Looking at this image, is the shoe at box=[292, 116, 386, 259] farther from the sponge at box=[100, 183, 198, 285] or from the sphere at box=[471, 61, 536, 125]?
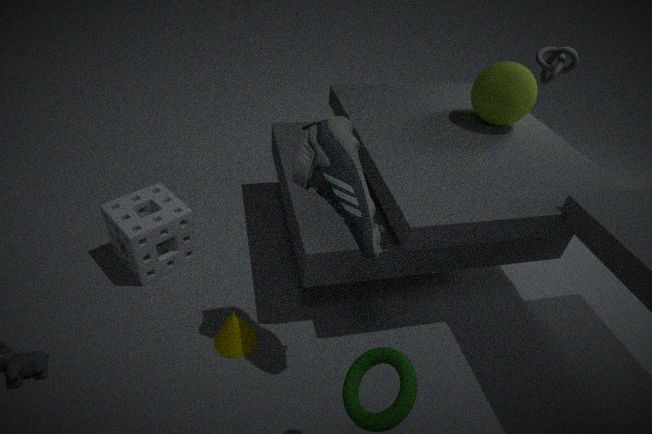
the sphere at box=[471, 61, 536, 125]
